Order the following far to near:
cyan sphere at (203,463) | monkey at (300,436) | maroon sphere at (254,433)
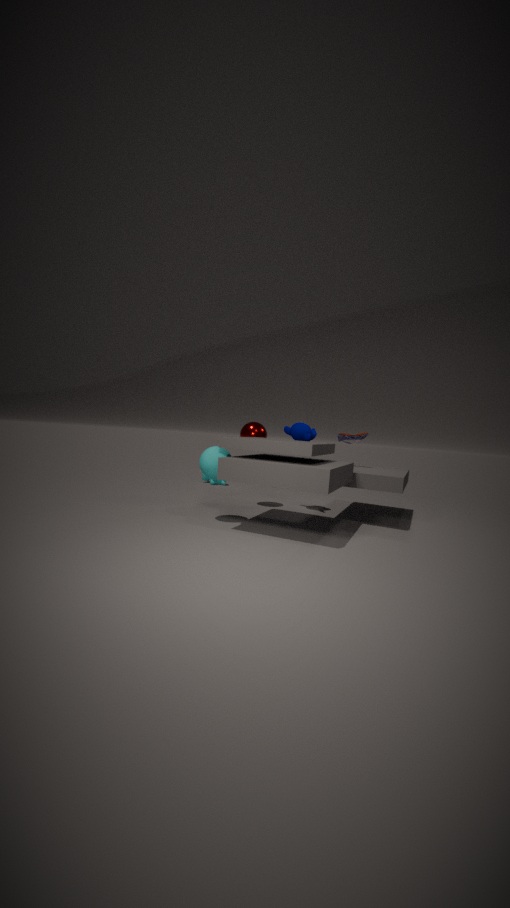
maroon sphere at (254,433) → monkey at (300,436) → cyan sphere at (203,463)
